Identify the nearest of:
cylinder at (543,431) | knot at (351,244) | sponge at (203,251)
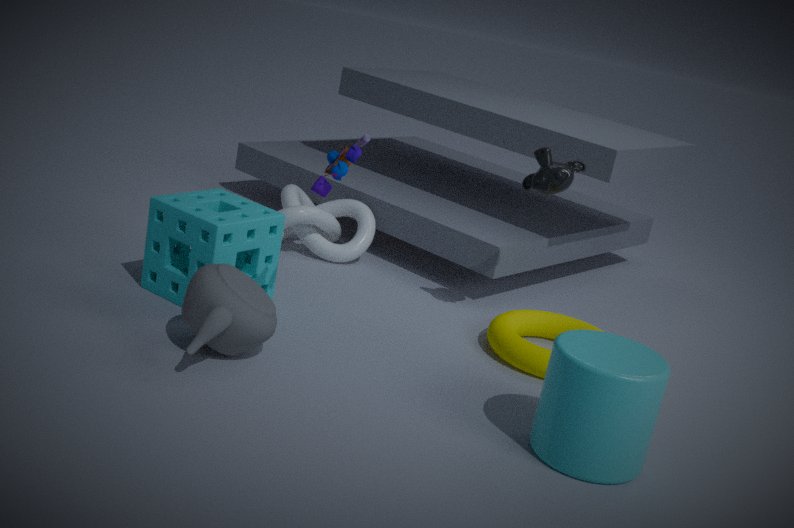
cylinder at (543,431)
